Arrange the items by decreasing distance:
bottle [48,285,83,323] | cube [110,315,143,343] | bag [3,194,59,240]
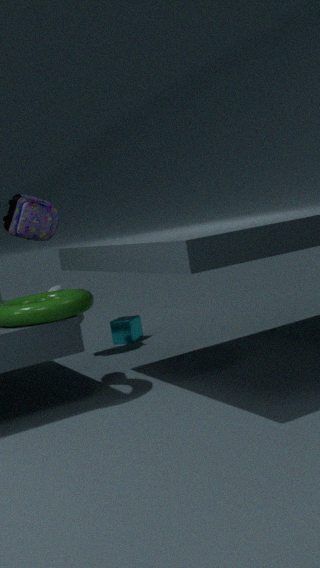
1. cube [110,315,143,343]
2. bag [3,194,59,240]
3. bottle [48,285,83,323]
